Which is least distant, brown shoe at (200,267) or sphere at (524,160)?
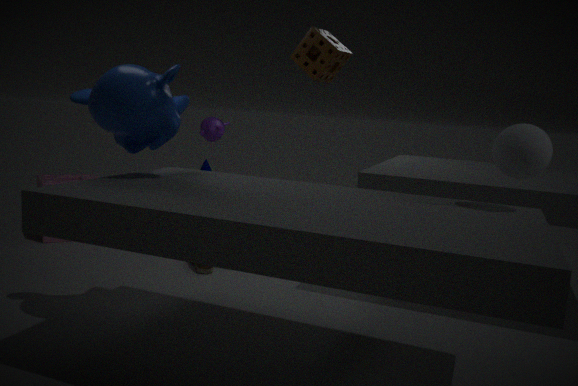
sphere at (524,160)
